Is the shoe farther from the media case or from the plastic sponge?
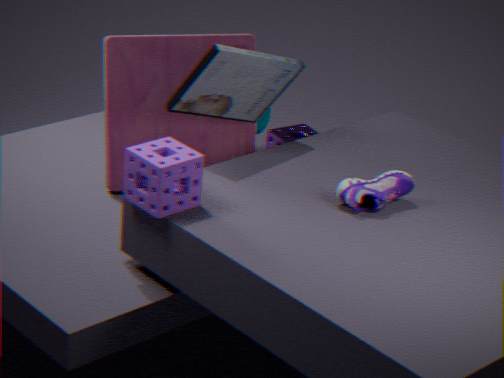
the media case
